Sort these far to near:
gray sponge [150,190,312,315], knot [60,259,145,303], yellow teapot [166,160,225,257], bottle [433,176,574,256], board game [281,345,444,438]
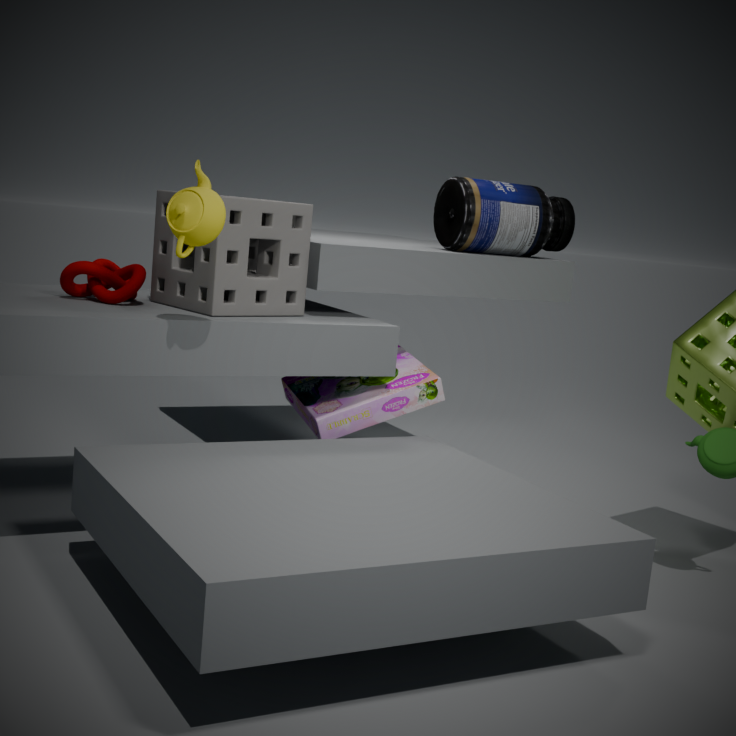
bottle [433,176,574,256]
board game [281,345,444,438]
knot [60,259,145,303]
gray sponge [150,190,312,315]
yellow teapot [166,160,225,257]
